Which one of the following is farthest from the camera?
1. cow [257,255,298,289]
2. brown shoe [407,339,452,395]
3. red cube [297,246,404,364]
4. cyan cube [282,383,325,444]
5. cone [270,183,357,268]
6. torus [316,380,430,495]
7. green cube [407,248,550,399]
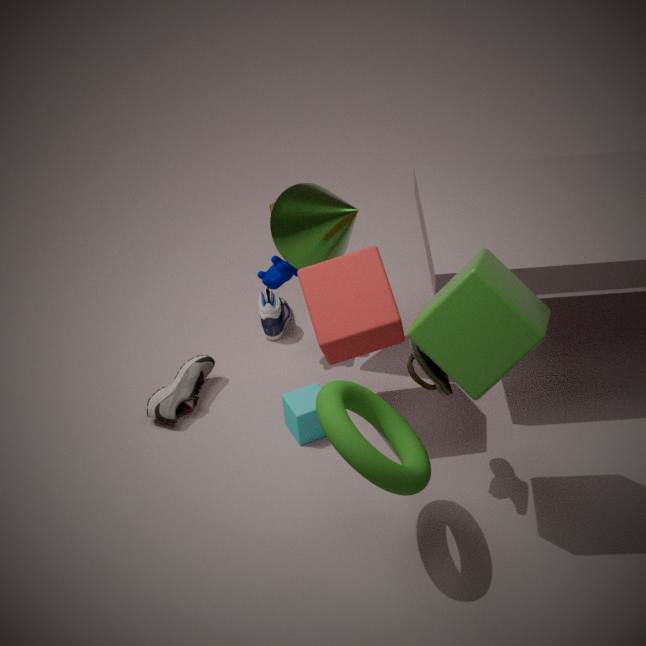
cow [257,255,298,289]
